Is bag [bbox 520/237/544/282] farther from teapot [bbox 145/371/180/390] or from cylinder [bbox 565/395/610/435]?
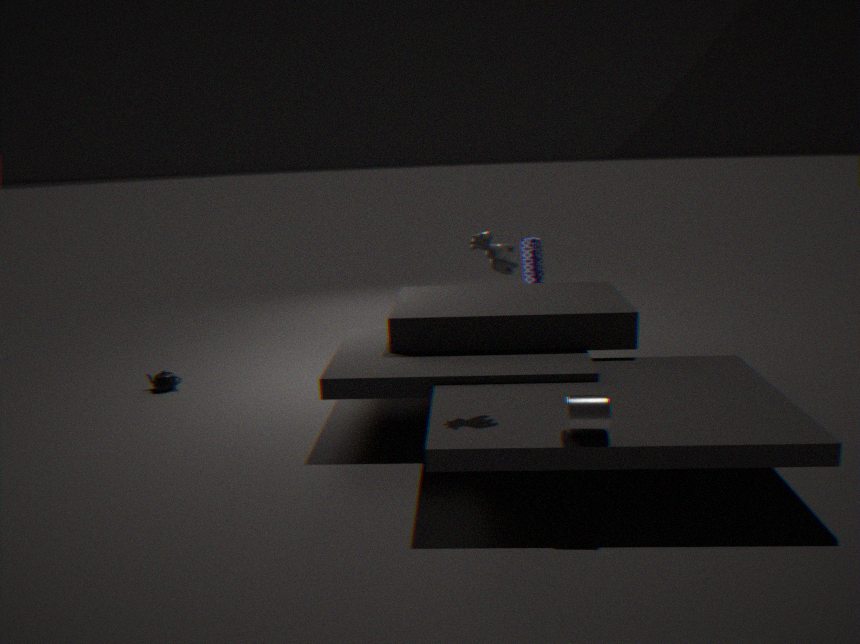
teapot [bbox 145/371/180/390]
